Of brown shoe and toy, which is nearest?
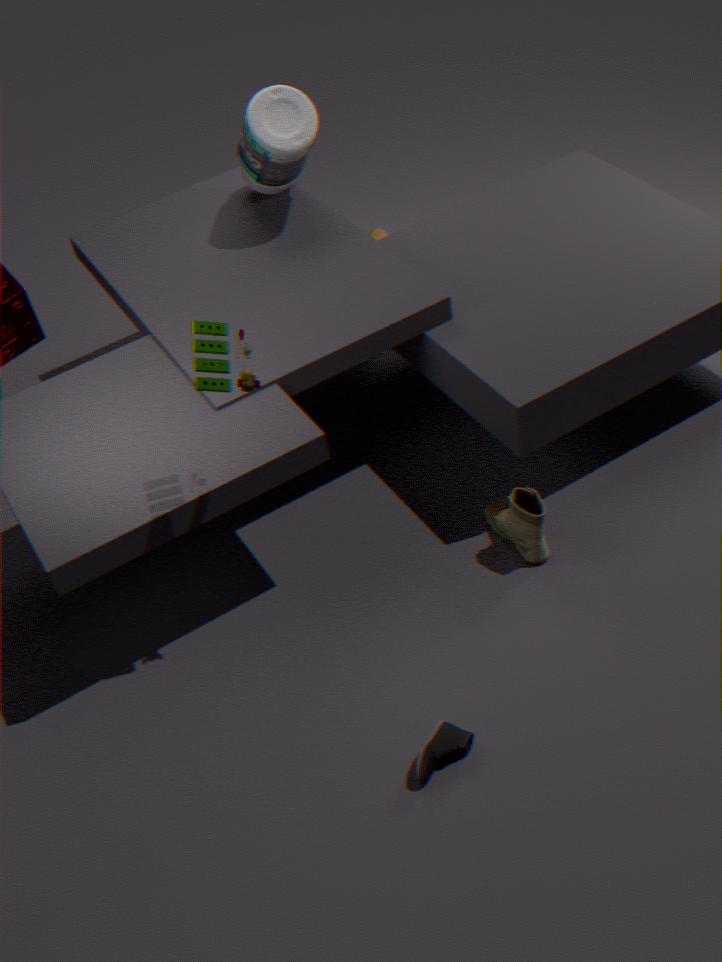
toy
